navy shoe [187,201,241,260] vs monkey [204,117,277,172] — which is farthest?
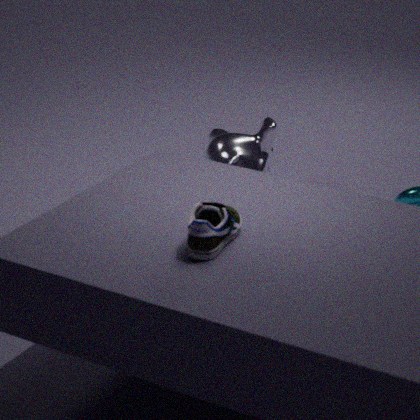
monkey [204,117,277,172]
